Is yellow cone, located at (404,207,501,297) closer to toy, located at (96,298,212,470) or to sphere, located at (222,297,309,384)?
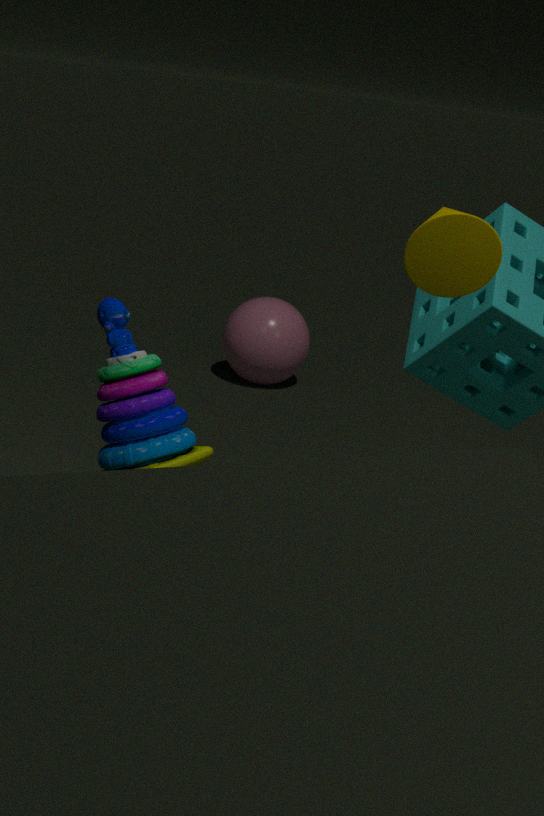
toy, located at (96,298,212,470)
